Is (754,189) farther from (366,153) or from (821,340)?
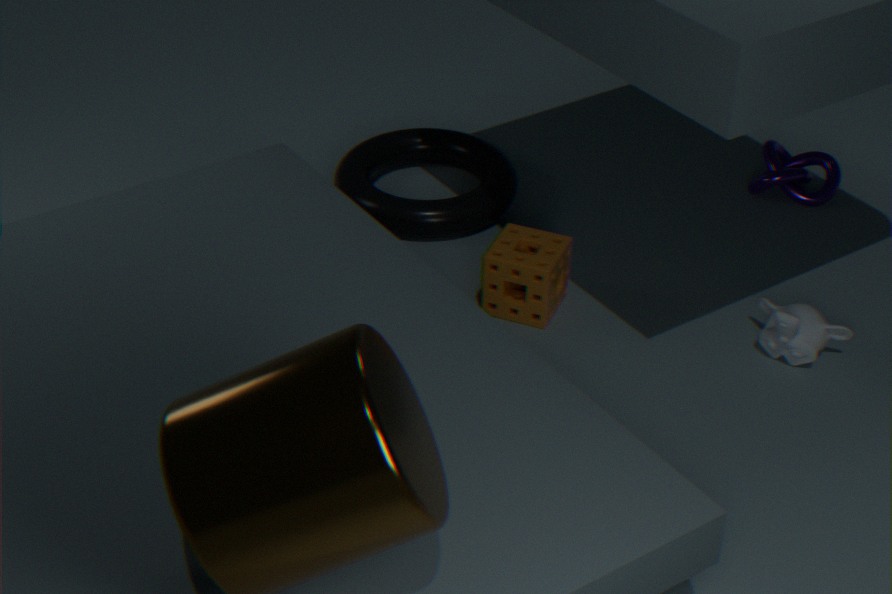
(366,153)
